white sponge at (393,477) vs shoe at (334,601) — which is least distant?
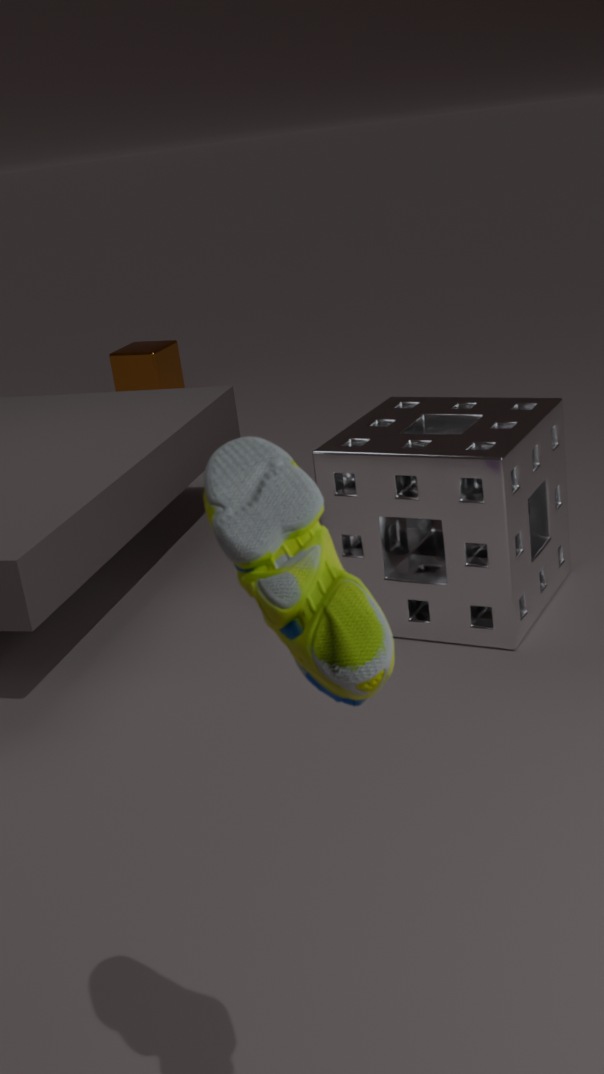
shoe at (334,601)
